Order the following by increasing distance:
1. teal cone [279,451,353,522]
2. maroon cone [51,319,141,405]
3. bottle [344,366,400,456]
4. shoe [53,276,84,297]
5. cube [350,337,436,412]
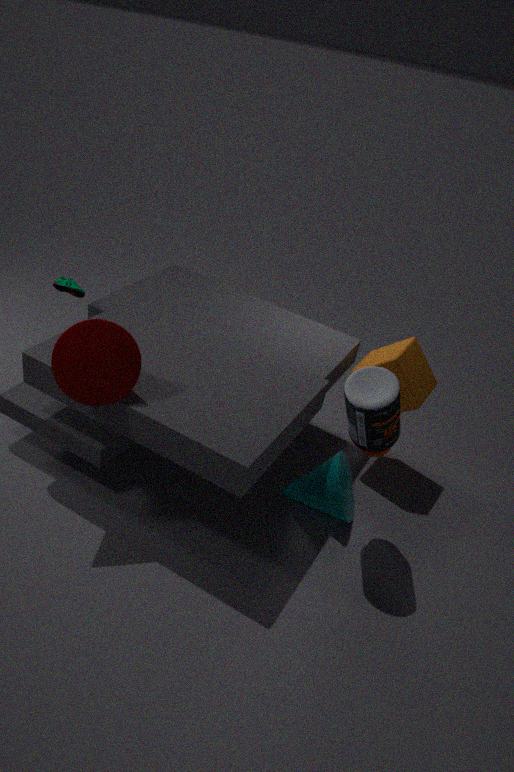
maroon cone [51,319,141,405] → bottle [344,366,400,456] → teal cone [279,451,353,522] → shoe [53,276,84,297] → cube [350,337,436,412]
